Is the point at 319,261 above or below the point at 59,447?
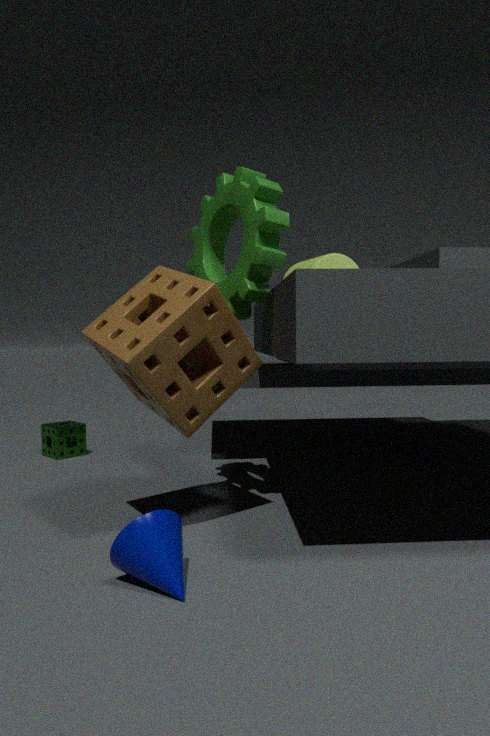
above
